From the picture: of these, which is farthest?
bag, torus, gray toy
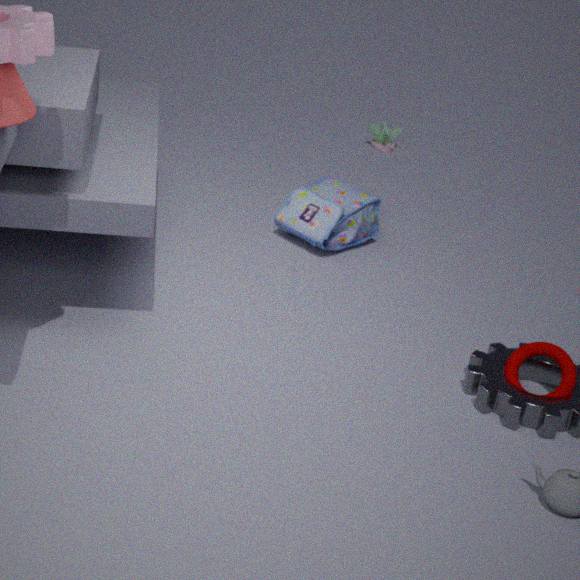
gray toy
